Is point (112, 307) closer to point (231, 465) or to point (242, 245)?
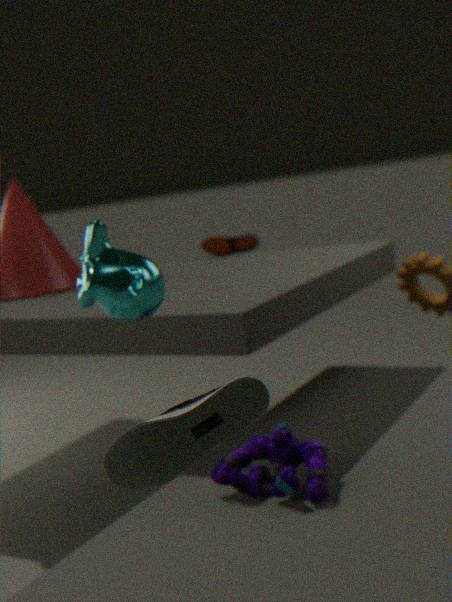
point (231, 465)
